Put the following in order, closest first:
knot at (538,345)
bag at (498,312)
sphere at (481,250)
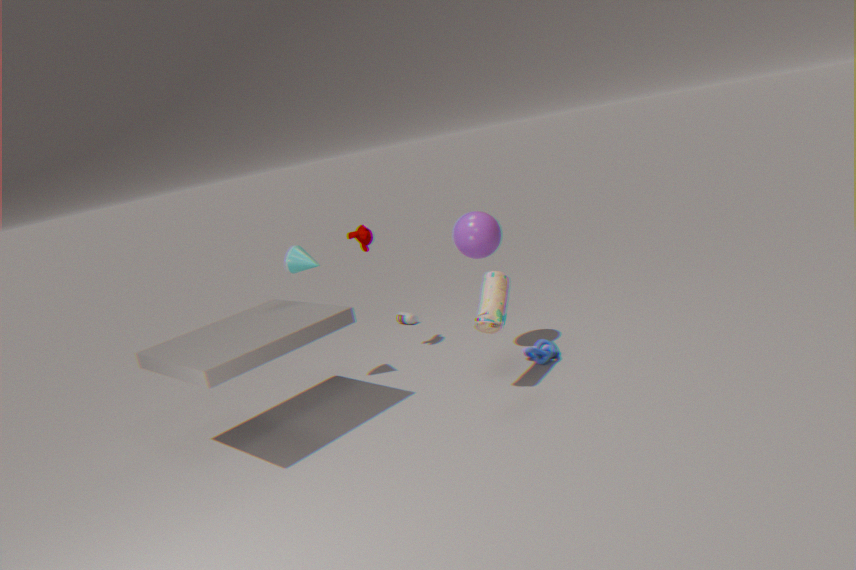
1. bag at (498,312)
2. sphere at (481,250)
3. knot at (538,345)
